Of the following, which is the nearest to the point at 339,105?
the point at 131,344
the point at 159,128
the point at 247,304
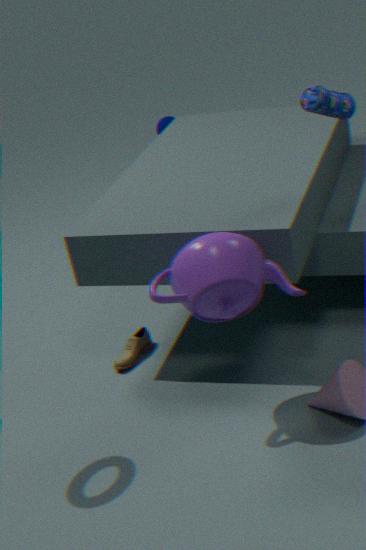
the point at 247,304
